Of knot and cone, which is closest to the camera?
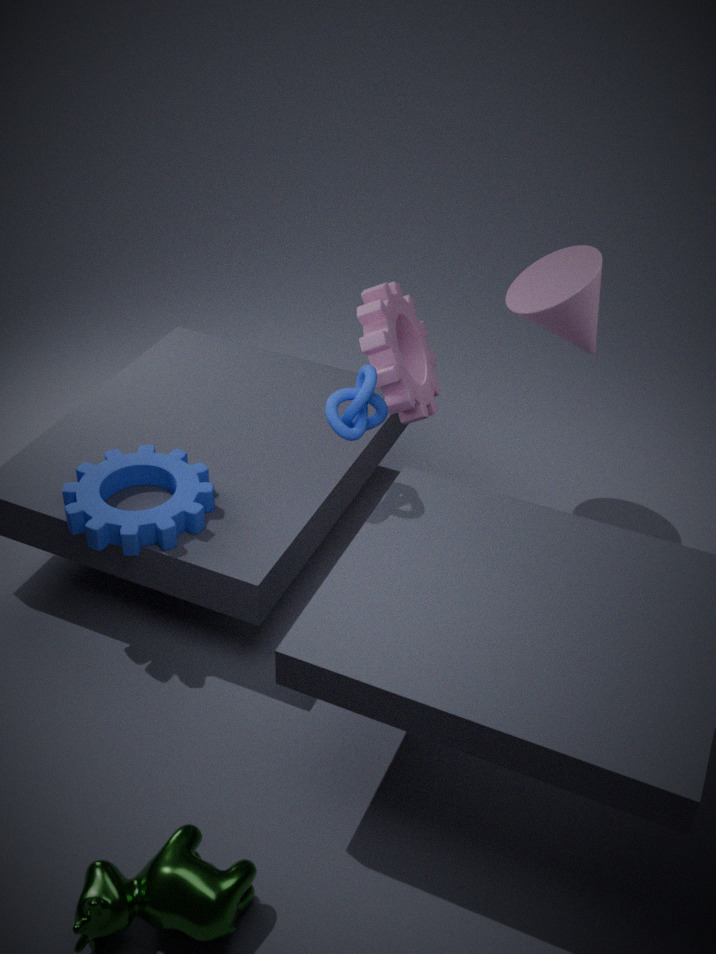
knot
